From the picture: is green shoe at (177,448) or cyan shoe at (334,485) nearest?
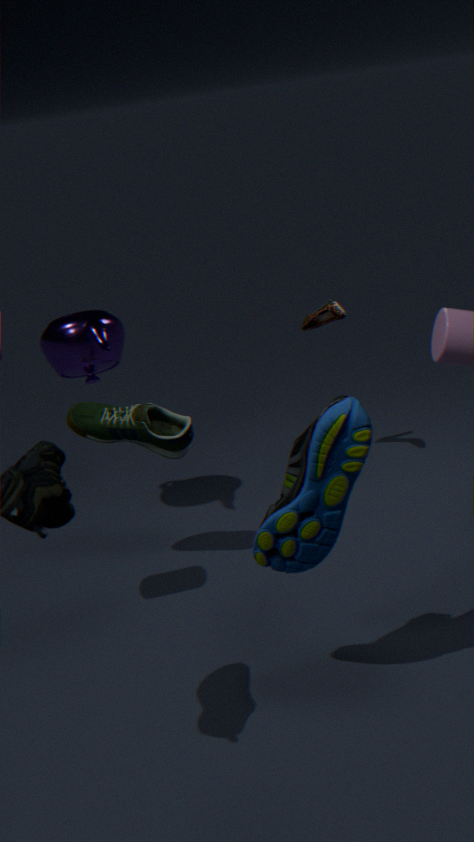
cyan shoe at (334,485)
